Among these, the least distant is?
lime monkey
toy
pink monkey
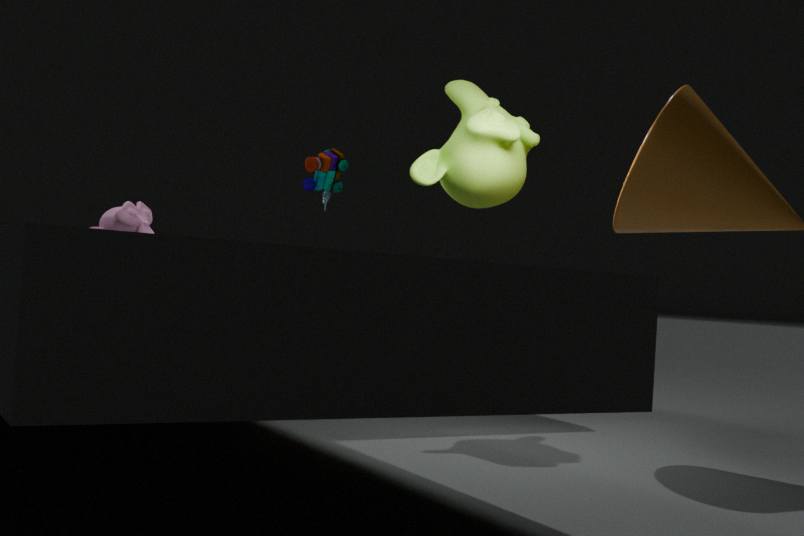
lime monkey
